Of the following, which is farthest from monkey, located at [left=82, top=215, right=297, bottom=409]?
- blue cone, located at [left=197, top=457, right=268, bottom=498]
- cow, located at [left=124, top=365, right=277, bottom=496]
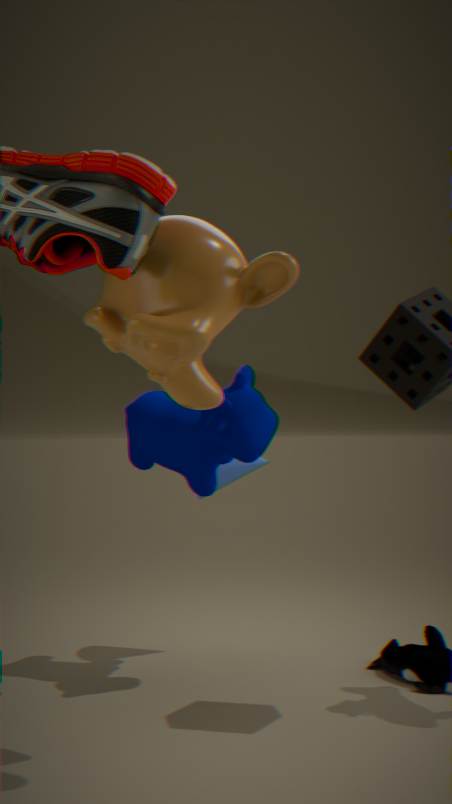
blue cone, located at [left=197, top=457, right=268, bottom=498]
